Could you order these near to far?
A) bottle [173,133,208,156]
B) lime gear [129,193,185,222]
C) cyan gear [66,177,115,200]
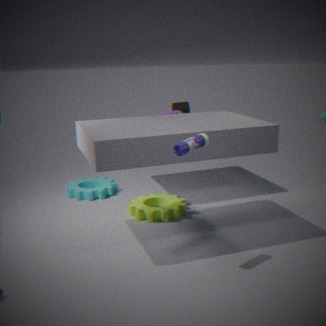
A. bottle [173,133,208,156] < B. lime gear [129,193,185,222] < C. cyan gear [66,177,115,200]
